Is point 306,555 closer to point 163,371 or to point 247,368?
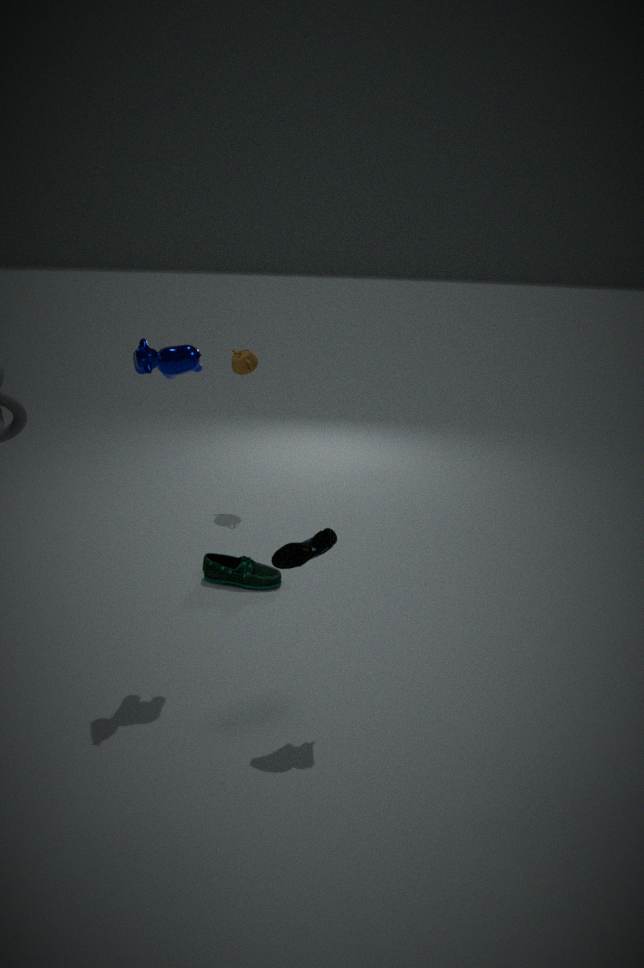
point 163,371
